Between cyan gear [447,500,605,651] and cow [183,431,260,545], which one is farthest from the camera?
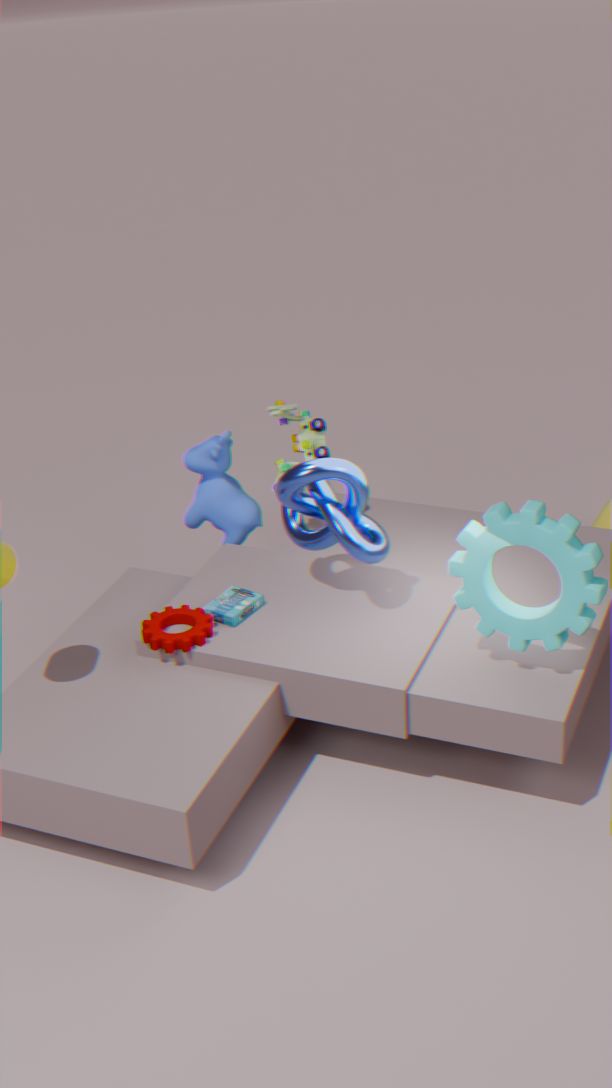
cow [183,431,260,545]
